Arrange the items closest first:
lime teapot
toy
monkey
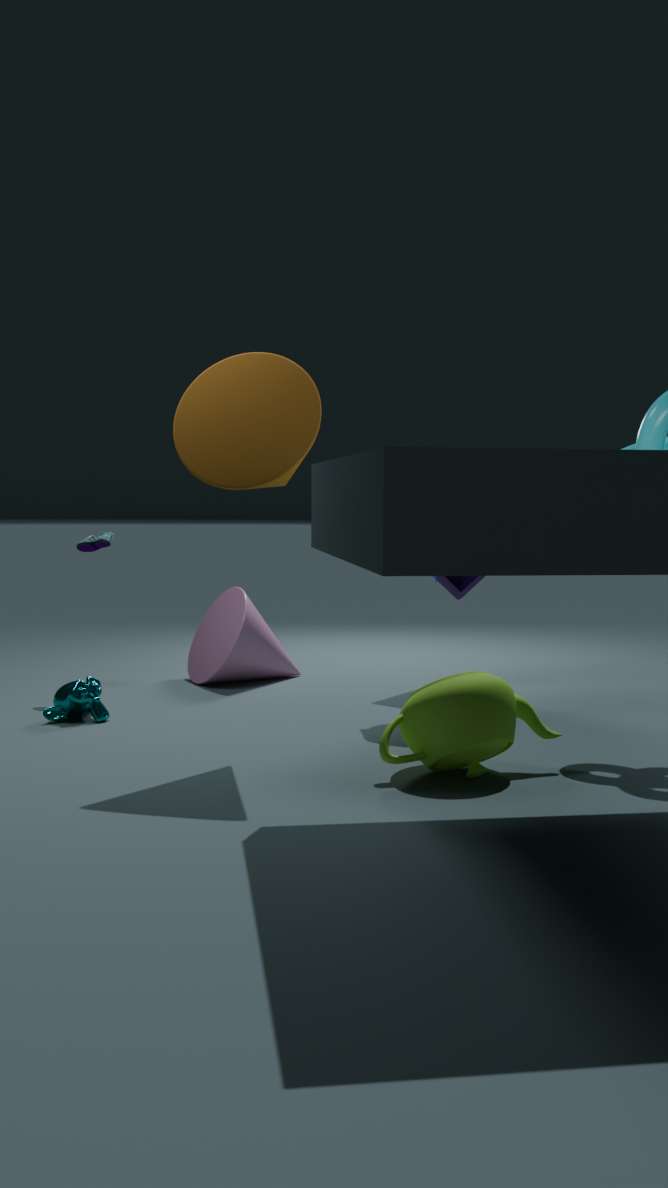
lime teapot
monkey
toy
